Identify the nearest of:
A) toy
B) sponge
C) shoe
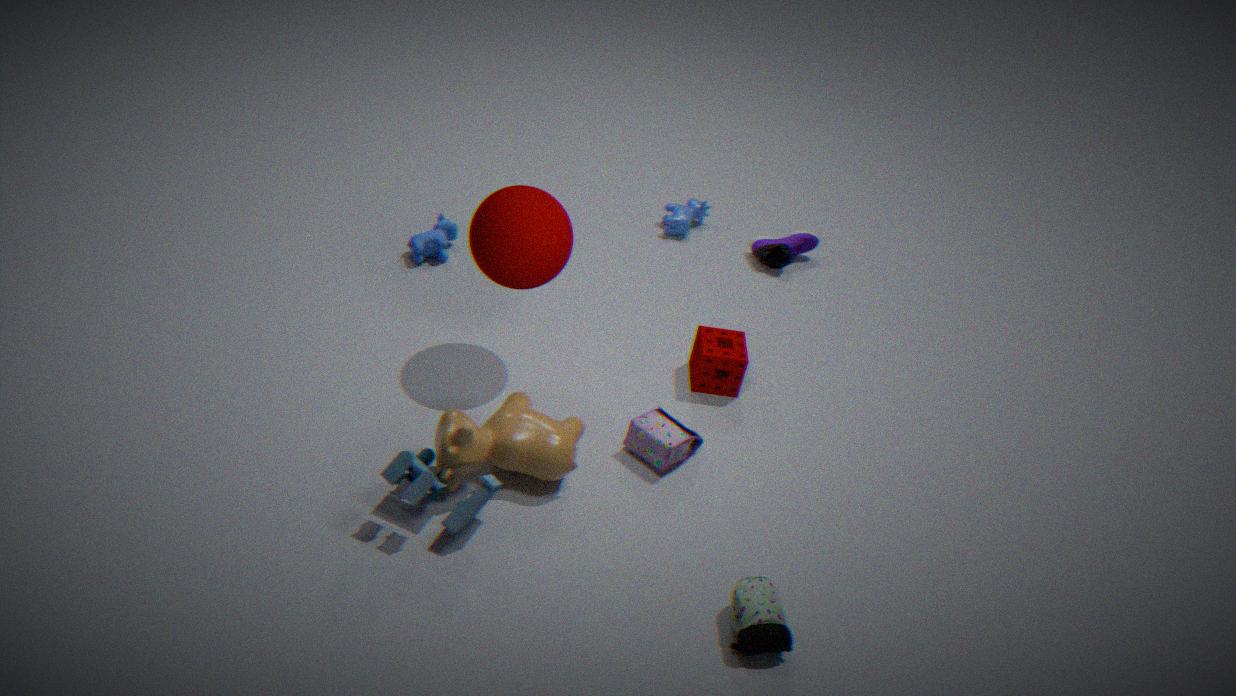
toy
